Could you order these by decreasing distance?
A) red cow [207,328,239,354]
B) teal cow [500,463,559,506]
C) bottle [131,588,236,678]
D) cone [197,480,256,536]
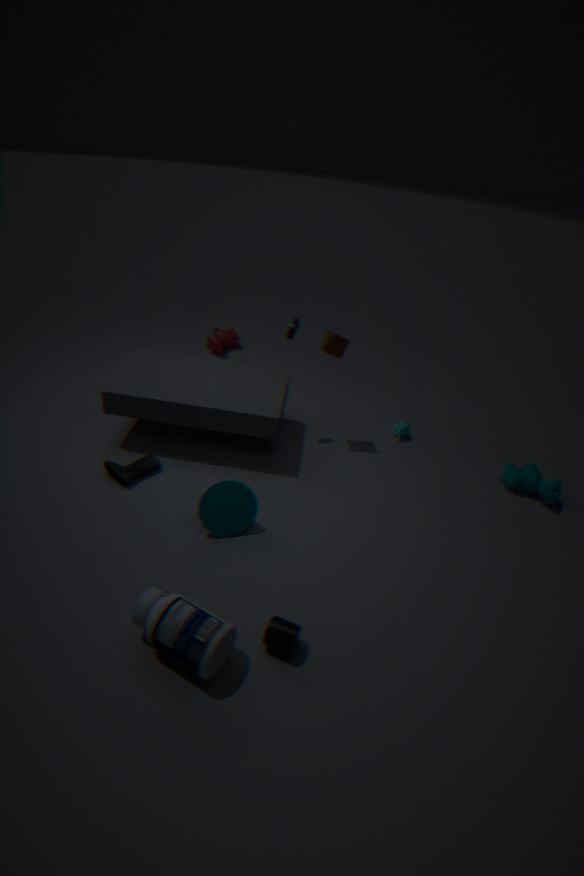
red cow [207,328,239,354], teal cow [500,463,559,506], cone [197,480,256,536], bottle [131,588,236,678]
